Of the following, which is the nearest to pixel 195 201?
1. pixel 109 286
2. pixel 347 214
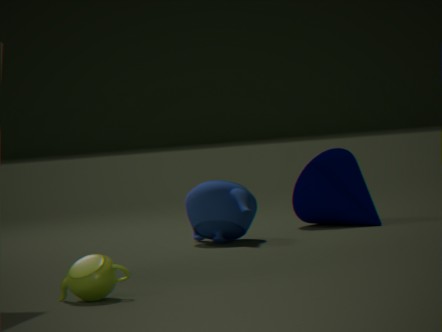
pixel 347 214
